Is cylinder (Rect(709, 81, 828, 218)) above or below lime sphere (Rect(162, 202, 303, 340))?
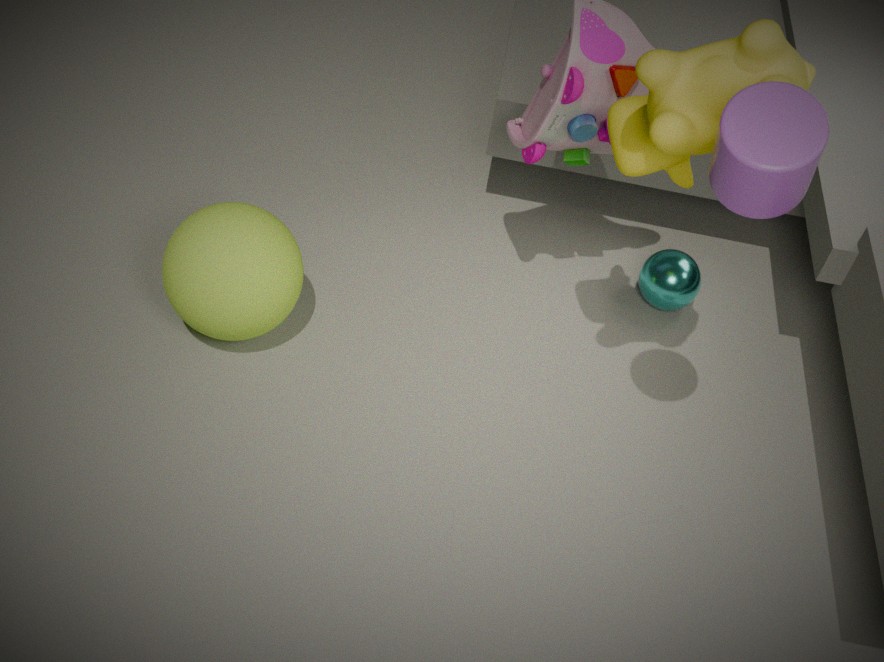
above
